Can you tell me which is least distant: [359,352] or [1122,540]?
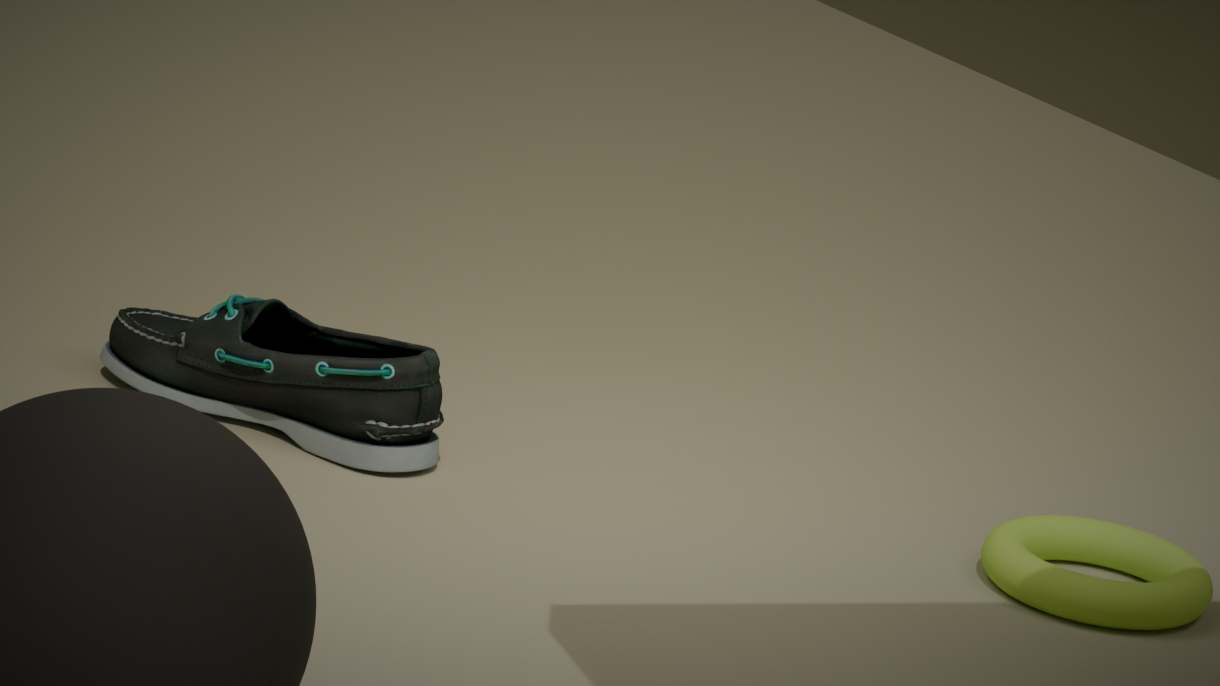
[1122,540]
